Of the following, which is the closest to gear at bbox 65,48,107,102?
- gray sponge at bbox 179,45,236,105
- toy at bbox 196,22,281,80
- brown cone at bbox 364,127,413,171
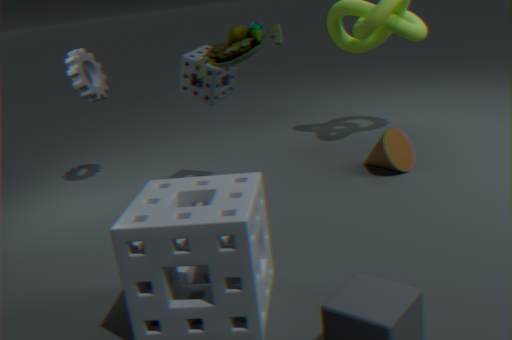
gray sponge at bbox 179,45,236,105
